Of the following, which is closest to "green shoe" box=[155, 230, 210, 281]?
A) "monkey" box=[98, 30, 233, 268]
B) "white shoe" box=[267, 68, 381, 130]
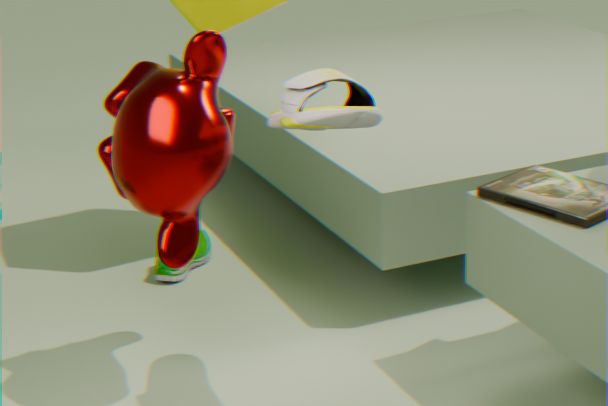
"monkey" box=[98, 30, 233, 268]
